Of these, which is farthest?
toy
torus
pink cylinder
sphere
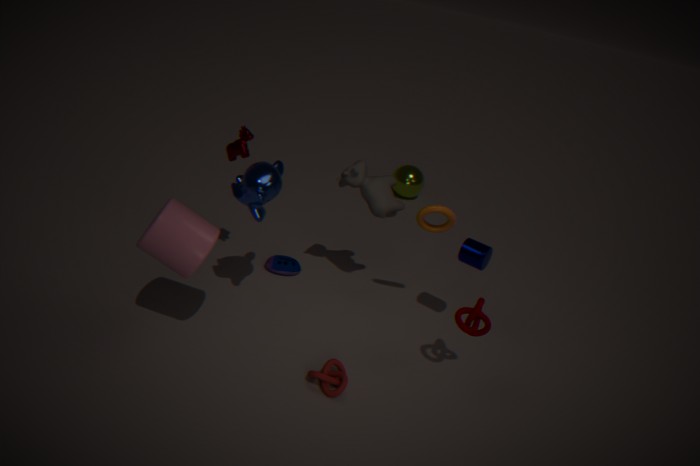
Answer: sphere
